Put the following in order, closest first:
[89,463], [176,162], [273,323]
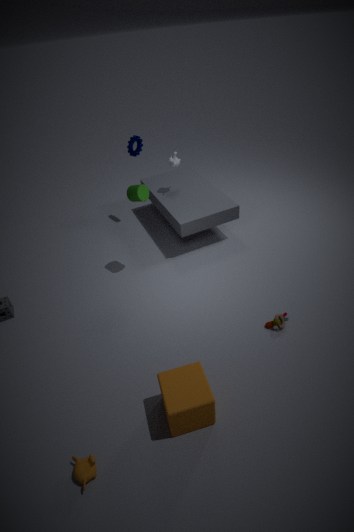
[89,463]
[273,323]
[176,162]
